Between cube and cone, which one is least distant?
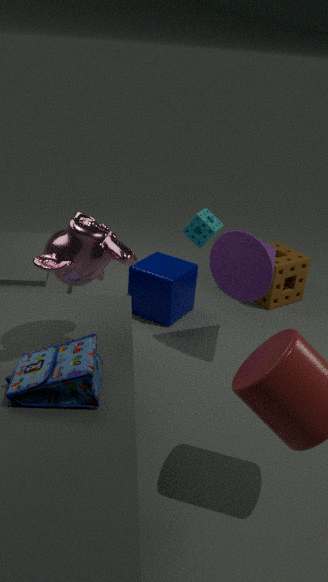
cone
